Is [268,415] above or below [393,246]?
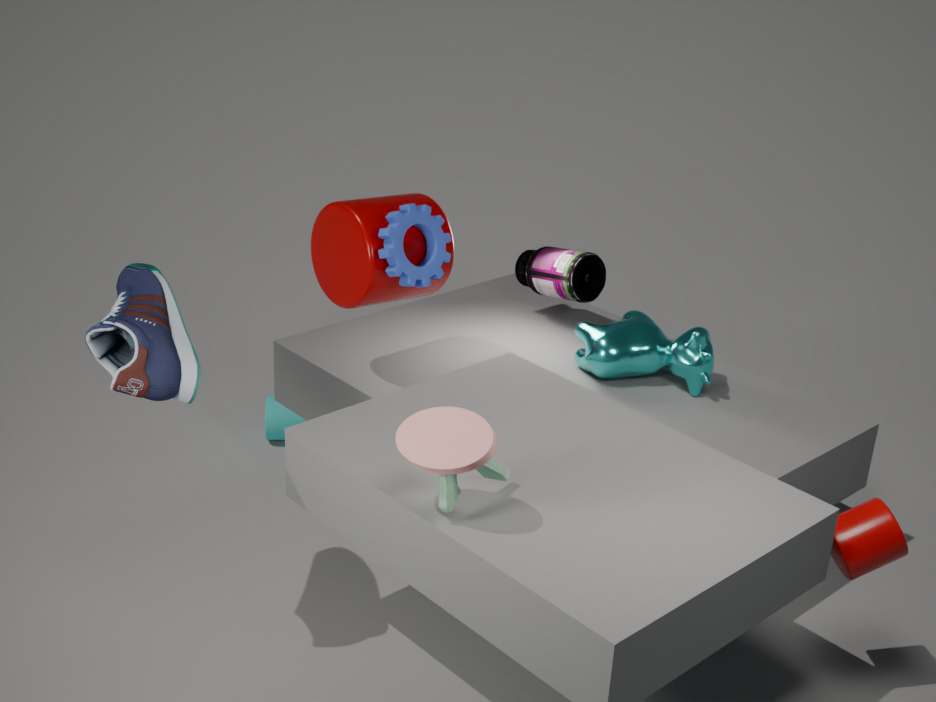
below
